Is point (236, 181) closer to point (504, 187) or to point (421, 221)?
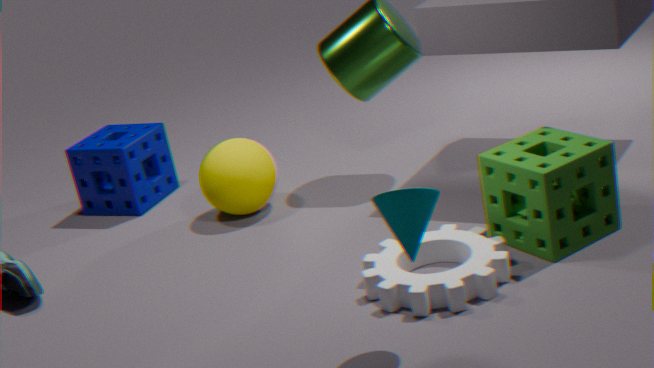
point (504, 187)
